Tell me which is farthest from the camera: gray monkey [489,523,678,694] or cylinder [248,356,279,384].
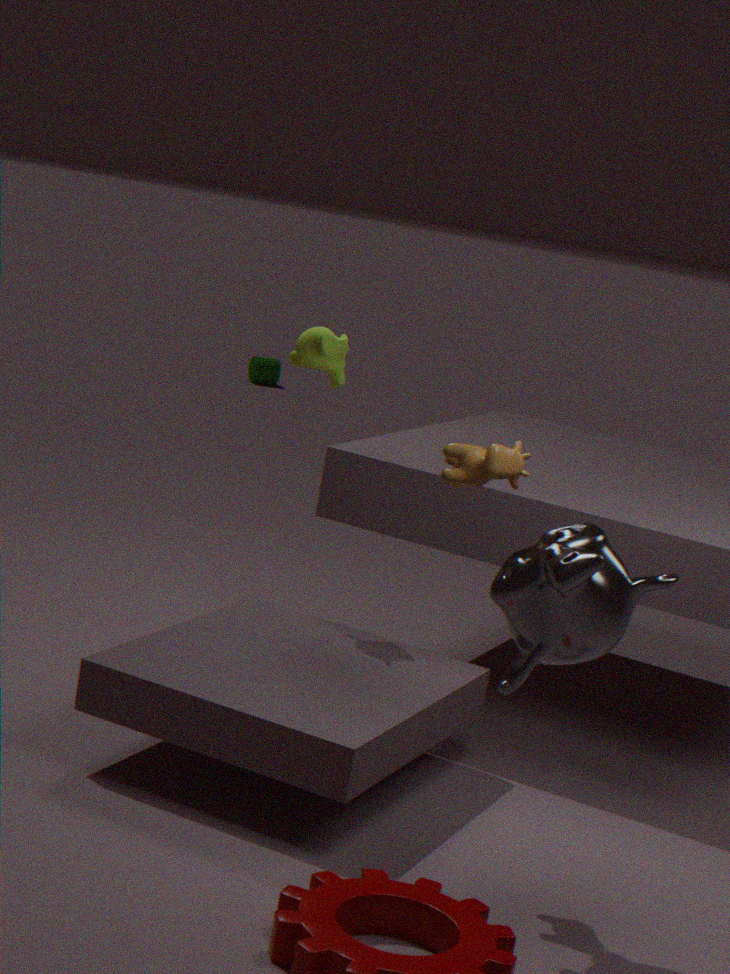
cylinder [248,356,279,384]
